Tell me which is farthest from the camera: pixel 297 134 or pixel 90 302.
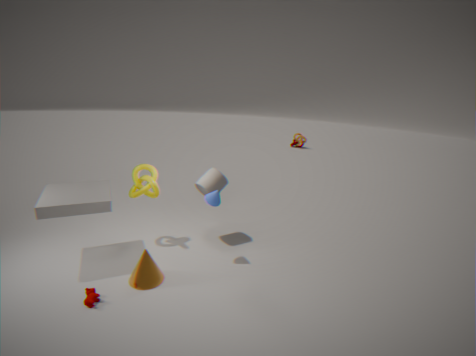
pixel 297 134
